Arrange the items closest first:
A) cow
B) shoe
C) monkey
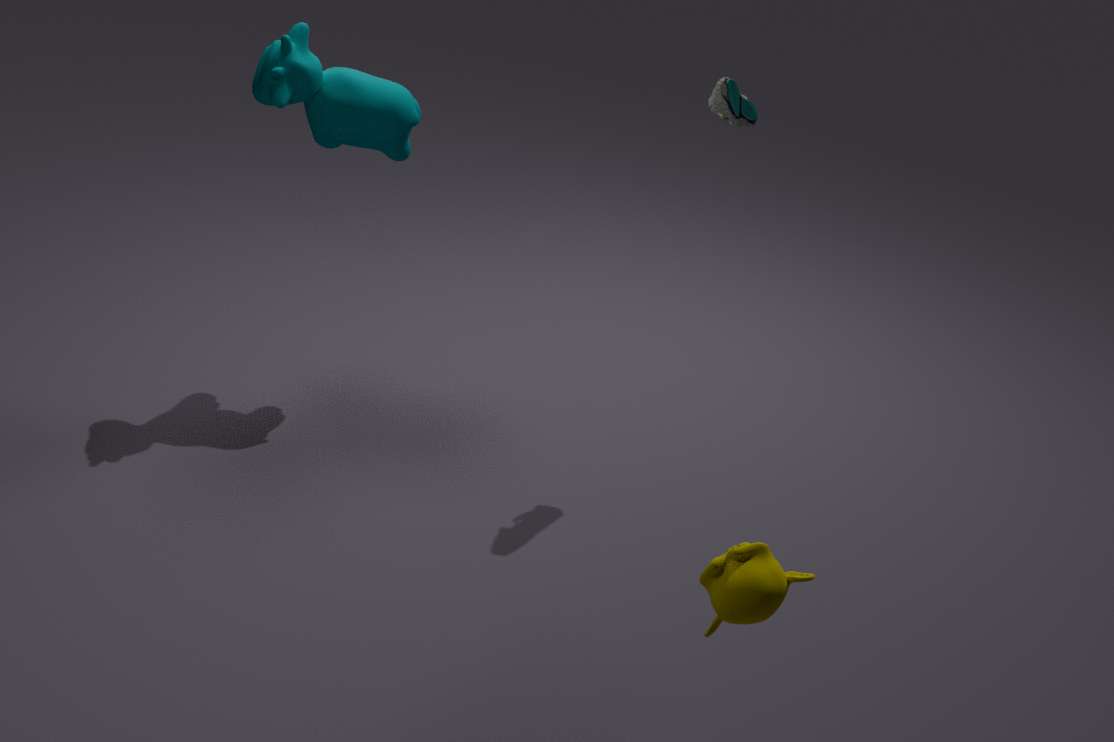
monkey, shoe, cow
